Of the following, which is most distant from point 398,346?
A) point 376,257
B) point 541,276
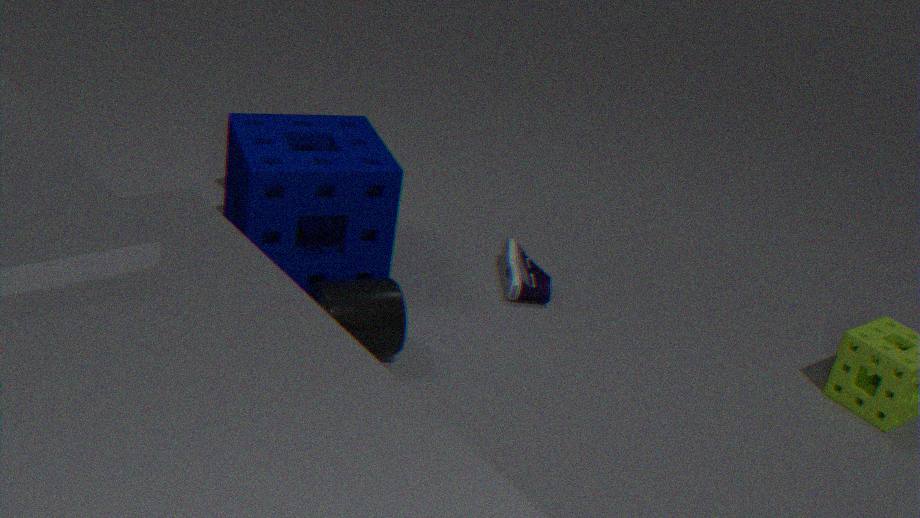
point 541,276
